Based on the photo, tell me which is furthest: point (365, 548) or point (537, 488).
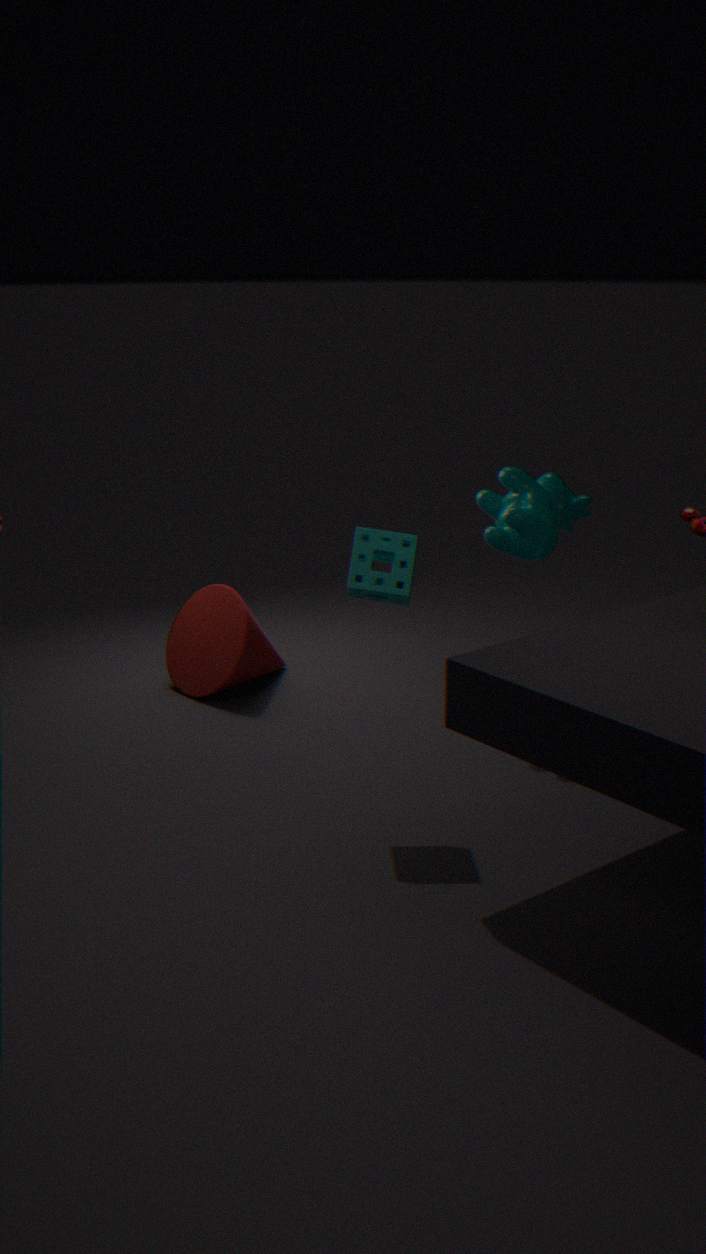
point (537, 488)
